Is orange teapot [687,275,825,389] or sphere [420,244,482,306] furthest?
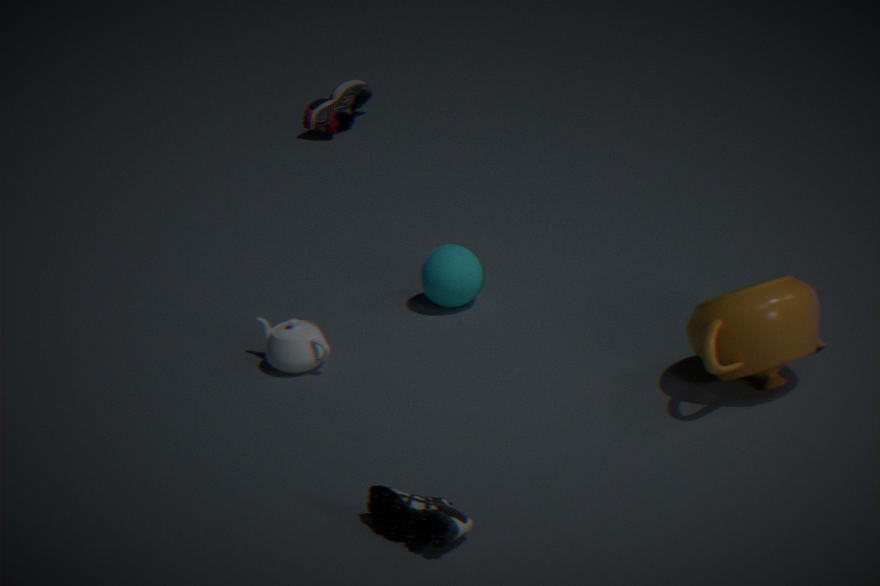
sphere [420,244,482,306]
